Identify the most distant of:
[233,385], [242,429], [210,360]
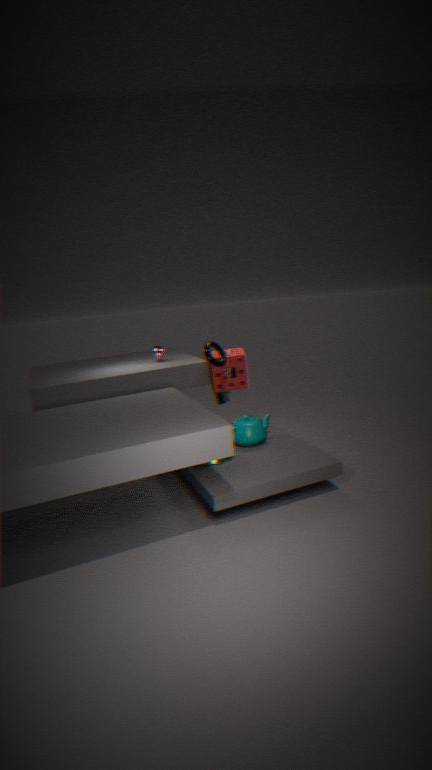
[233,385]
